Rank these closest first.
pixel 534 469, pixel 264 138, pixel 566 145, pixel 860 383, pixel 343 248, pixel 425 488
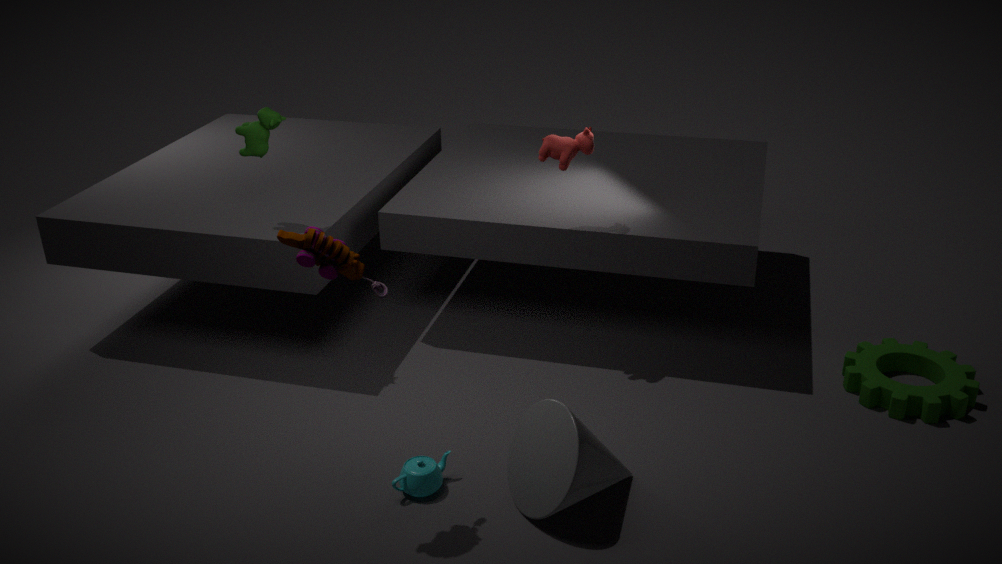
1. pixel 343 248
2. pixel 534 469
3. pixel 425 488
4. pixel 566 145
5. pixel 860 383
6. pixel 264 138
